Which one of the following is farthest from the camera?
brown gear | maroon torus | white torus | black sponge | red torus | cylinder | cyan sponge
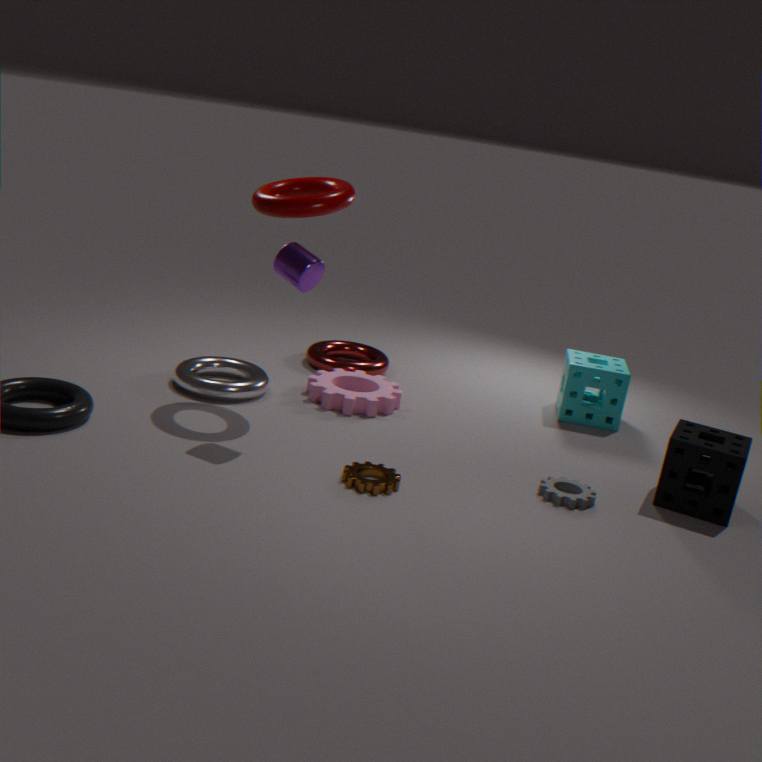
red torus
